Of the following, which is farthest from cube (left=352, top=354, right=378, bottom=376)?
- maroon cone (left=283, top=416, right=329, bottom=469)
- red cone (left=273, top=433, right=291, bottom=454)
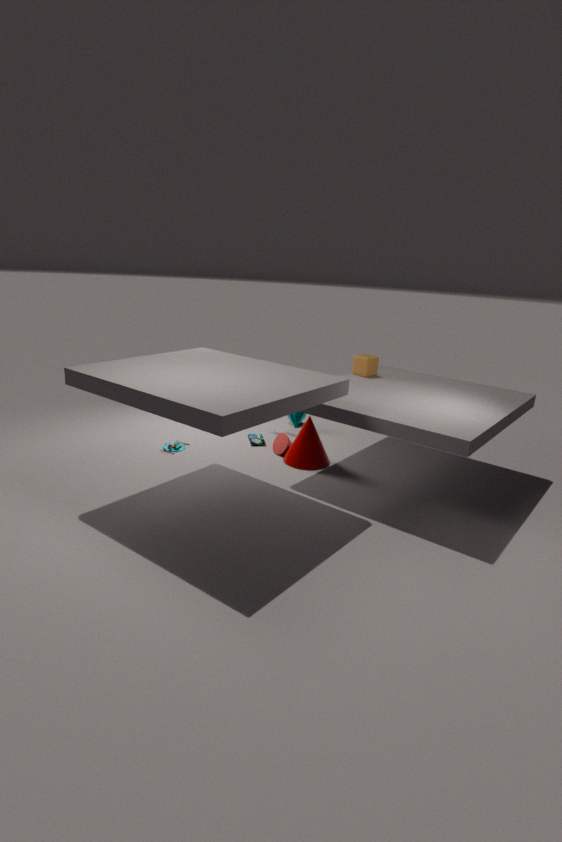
red cone (left=273, top=433, right=291, bottom=454)
